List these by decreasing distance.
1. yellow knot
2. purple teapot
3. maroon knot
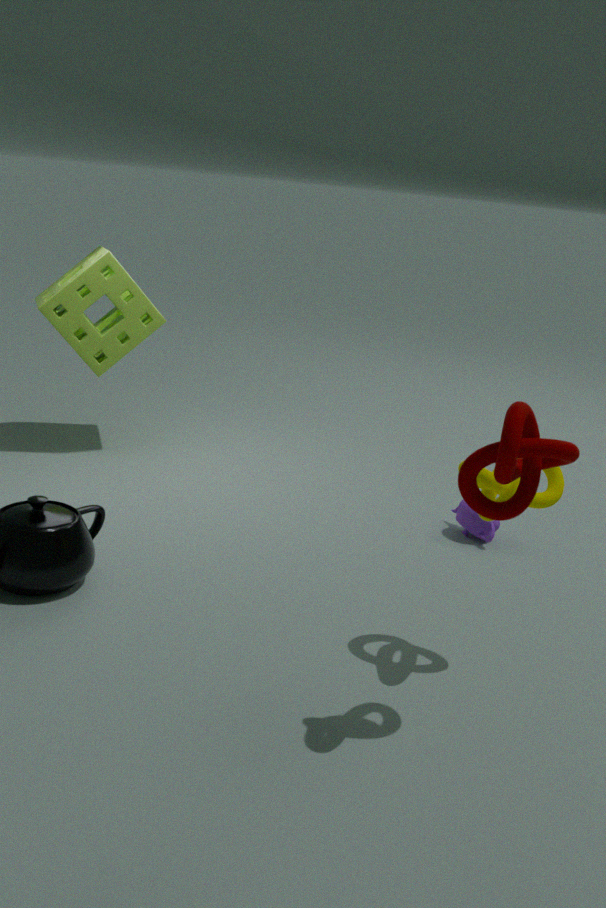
1. purple teapot
2. yellow knot
3. maroon knot
